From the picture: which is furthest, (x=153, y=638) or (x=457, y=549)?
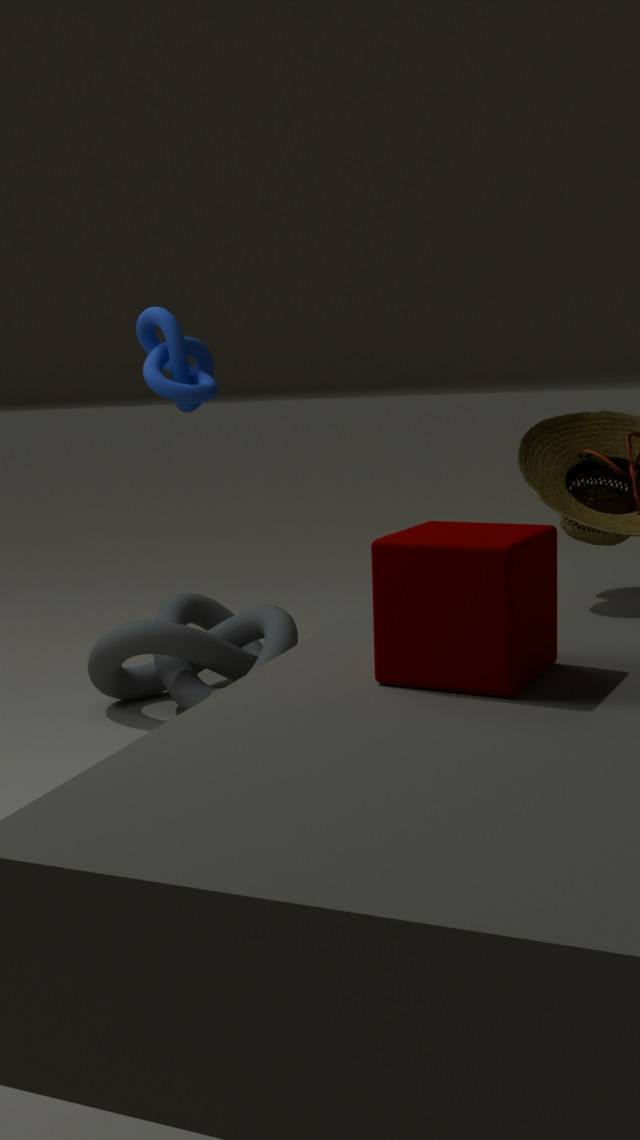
(x=153, y=638)
